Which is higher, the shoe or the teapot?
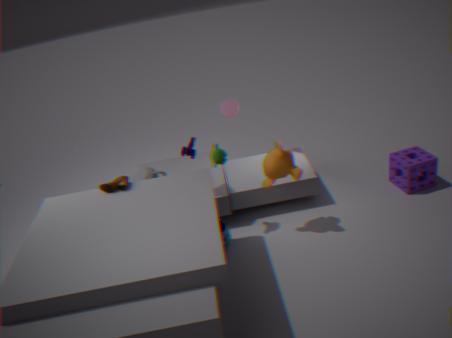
the shoe
